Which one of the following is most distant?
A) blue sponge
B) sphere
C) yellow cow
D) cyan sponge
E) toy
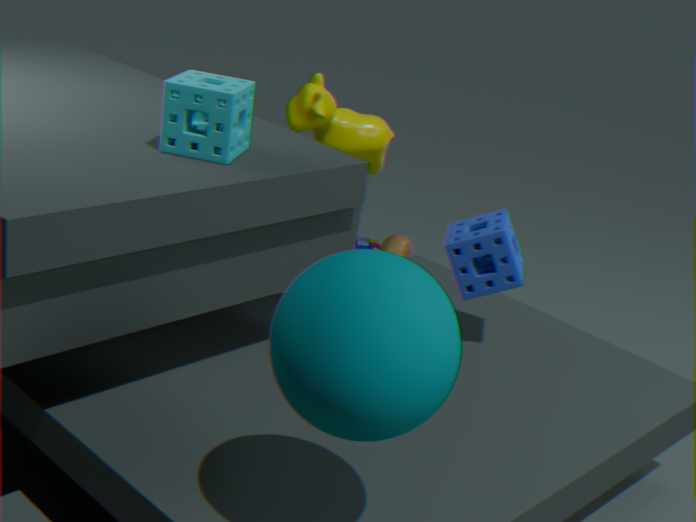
E. toy
